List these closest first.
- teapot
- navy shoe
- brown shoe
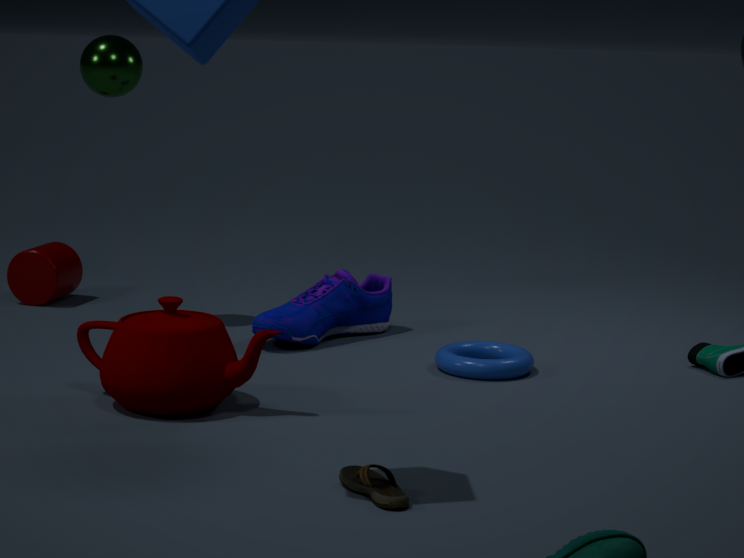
1. brown shoe
2. teapot
3. navy shoe
